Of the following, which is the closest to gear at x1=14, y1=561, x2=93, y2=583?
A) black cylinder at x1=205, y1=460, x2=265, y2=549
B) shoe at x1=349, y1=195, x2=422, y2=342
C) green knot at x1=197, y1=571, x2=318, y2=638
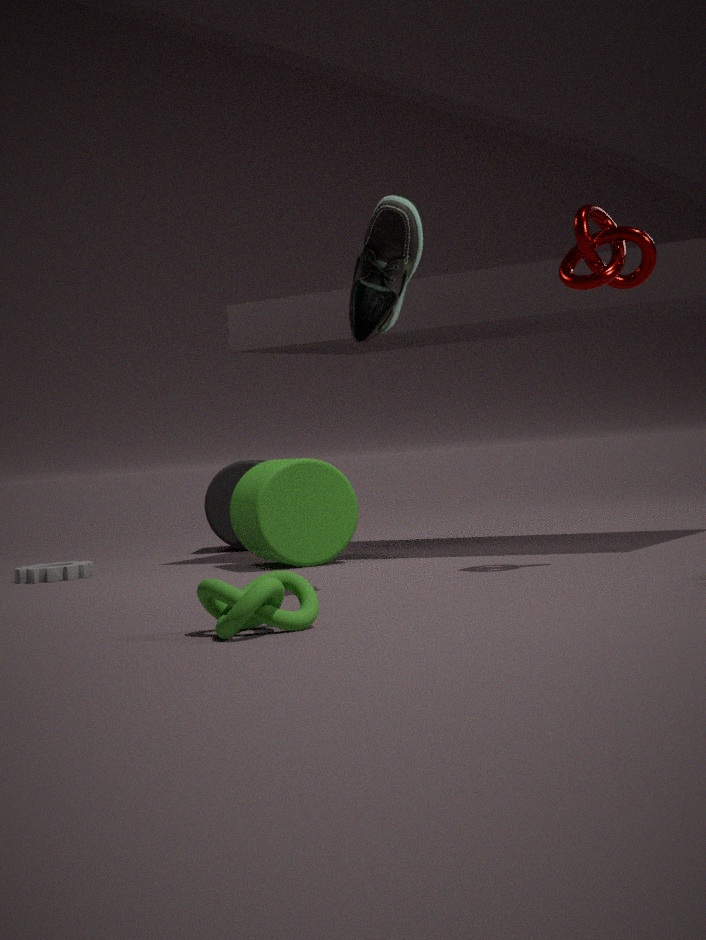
black cylinder at x1=205, y1=460, x2=265, y2=549
